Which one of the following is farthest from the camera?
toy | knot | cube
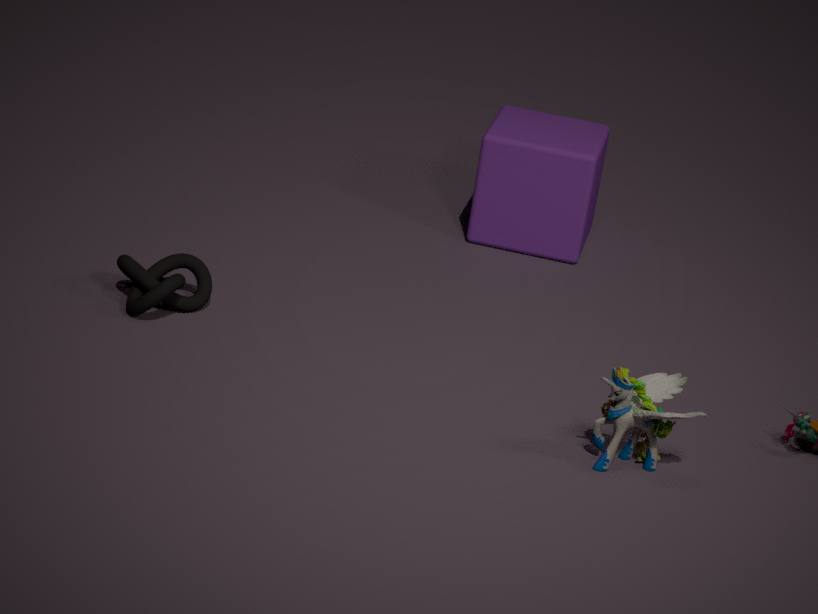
cube
